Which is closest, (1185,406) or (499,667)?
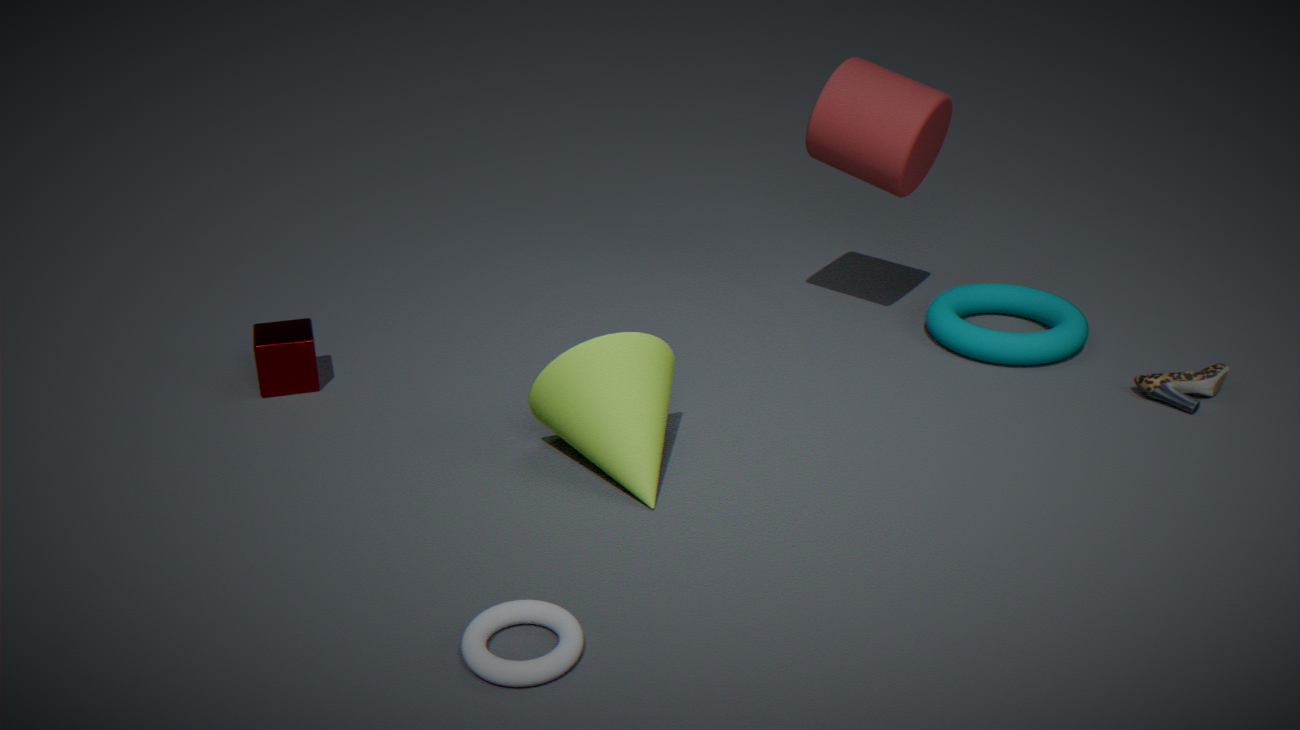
(499,667)
